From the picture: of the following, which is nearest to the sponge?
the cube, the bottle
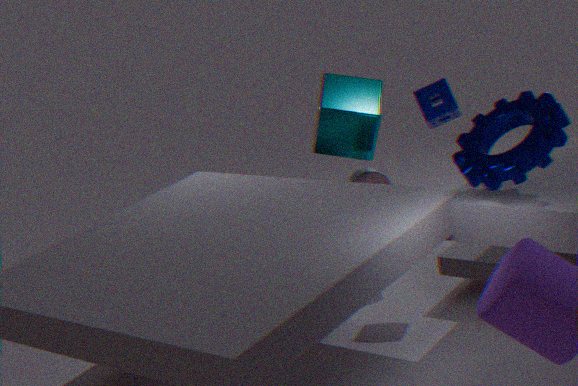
the cube
